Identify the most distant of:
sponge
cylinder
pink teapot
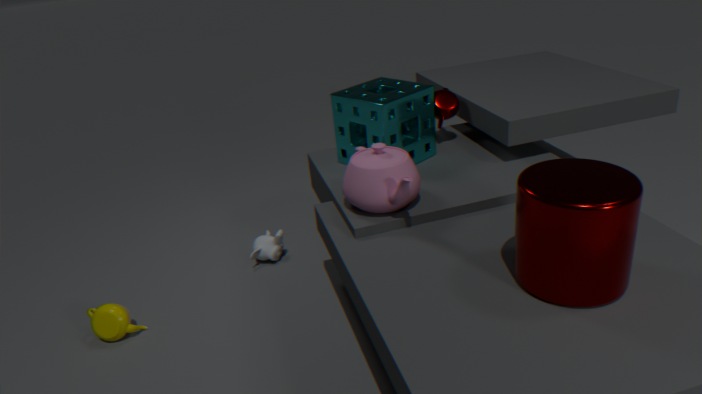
sponge
